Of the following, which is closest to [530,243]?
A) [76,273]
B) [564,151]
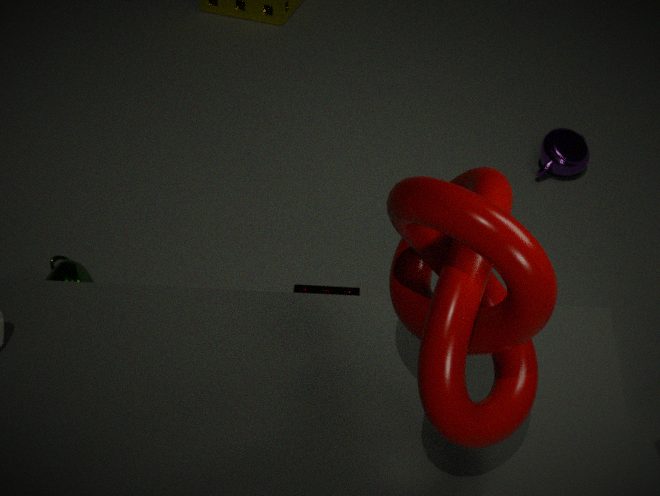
[76,273]
